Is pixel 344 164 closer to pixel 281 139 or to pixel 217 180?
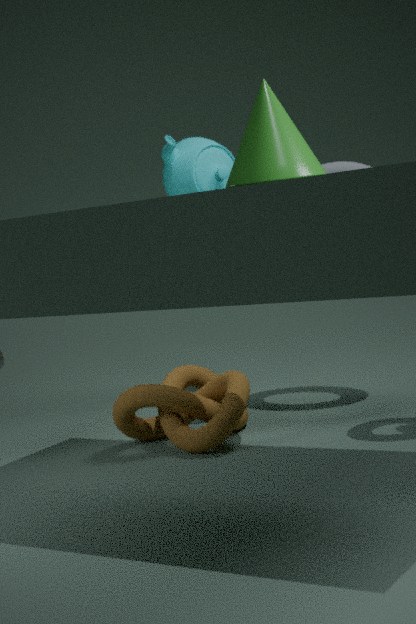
pixel 217 180
